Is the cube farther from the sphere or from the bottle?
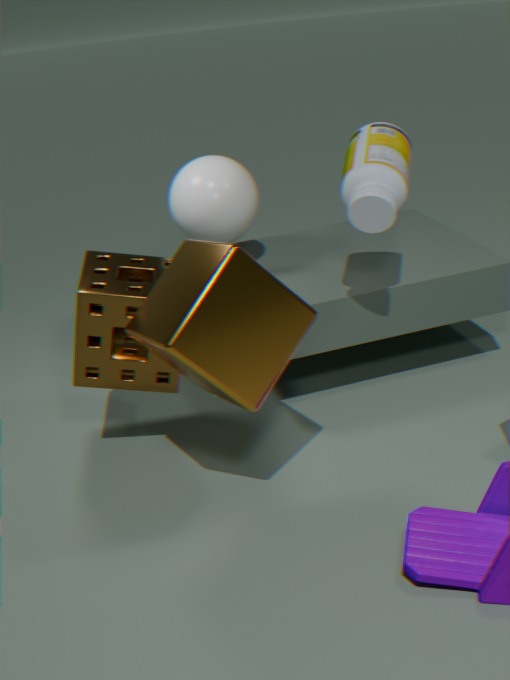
the sphere
